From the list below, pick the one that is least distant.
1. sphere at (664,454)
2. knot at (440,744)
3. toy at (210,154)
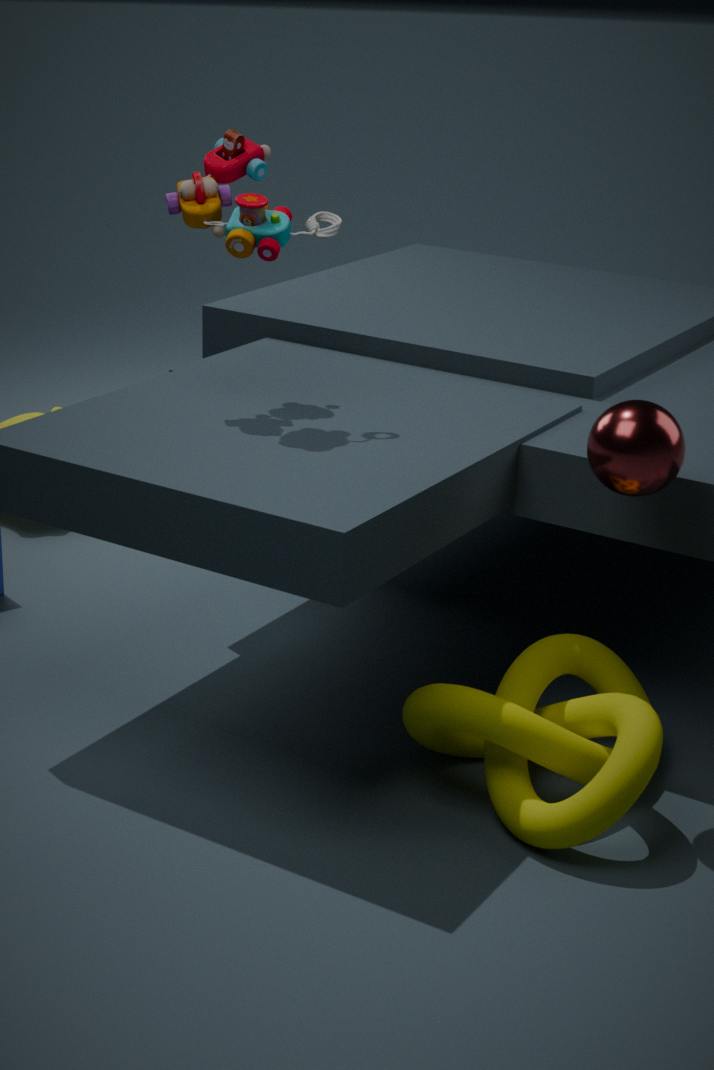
knot at (440,744)
